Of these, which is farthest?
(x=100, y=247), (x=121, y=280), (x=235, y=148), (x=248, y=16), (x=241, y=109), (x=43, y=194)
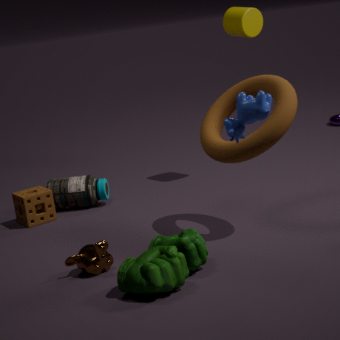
(x=248, y=16)
